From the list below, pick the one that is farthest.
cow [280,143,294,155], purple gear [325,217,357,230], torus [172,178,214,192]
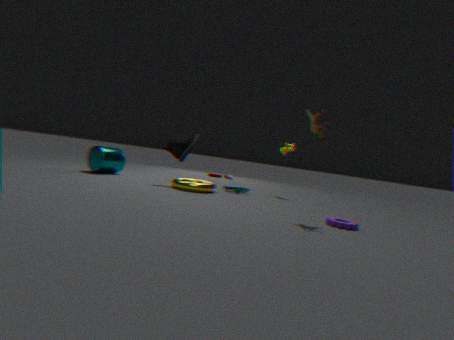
cow [280,143,294,155]
